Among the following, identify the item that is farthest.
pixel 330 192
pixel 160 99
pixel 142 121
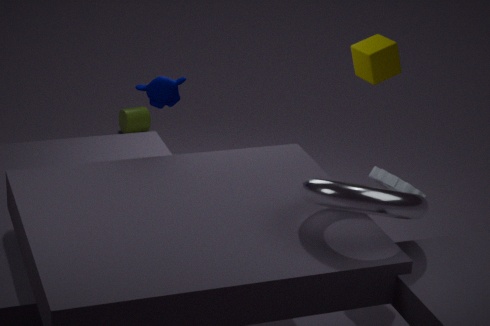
pixel 142 121
